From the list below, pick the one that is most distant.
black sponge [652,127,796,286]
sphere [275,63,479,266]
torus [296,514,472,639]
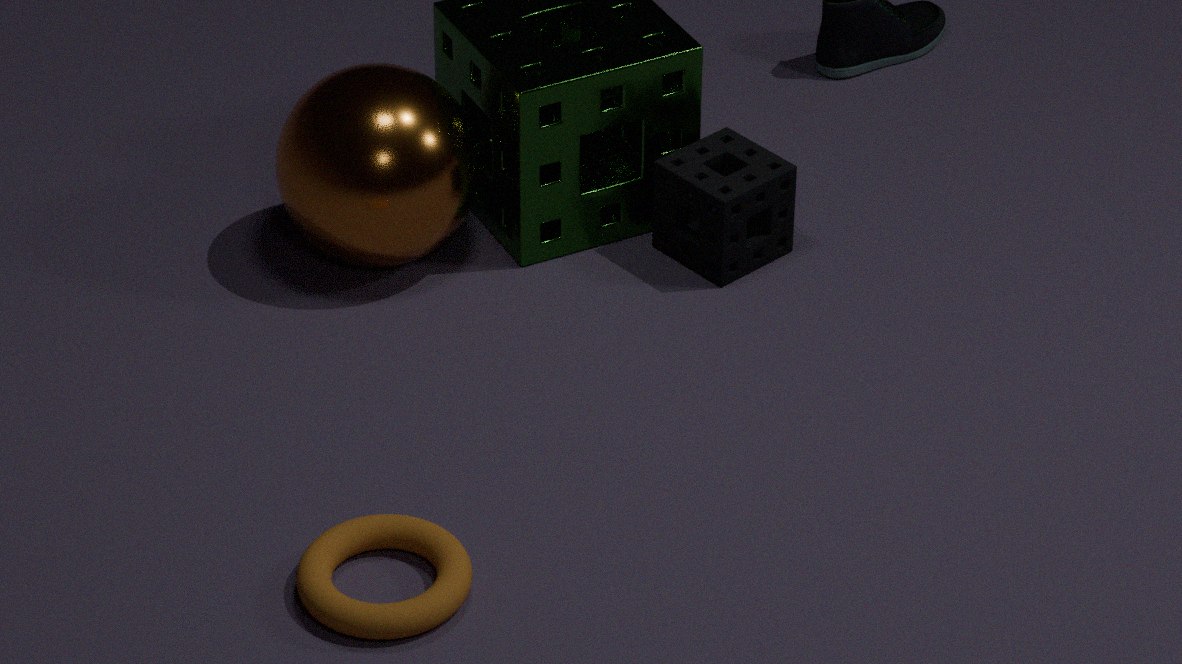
black sponge [652,127,796,286]
